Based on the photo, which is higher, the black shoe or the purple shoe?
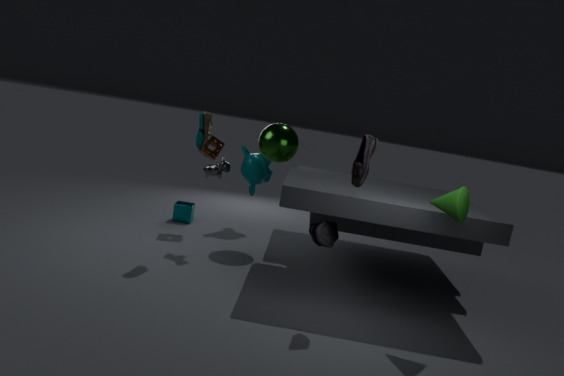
the black shoe
